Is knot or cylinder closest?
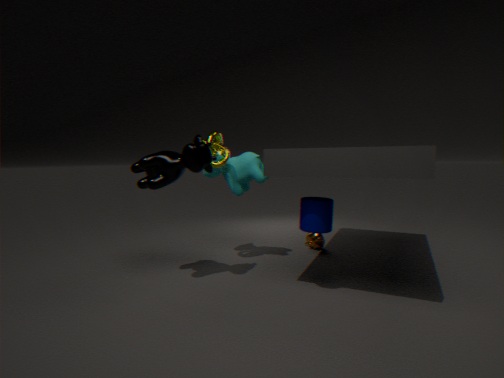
cylinder
